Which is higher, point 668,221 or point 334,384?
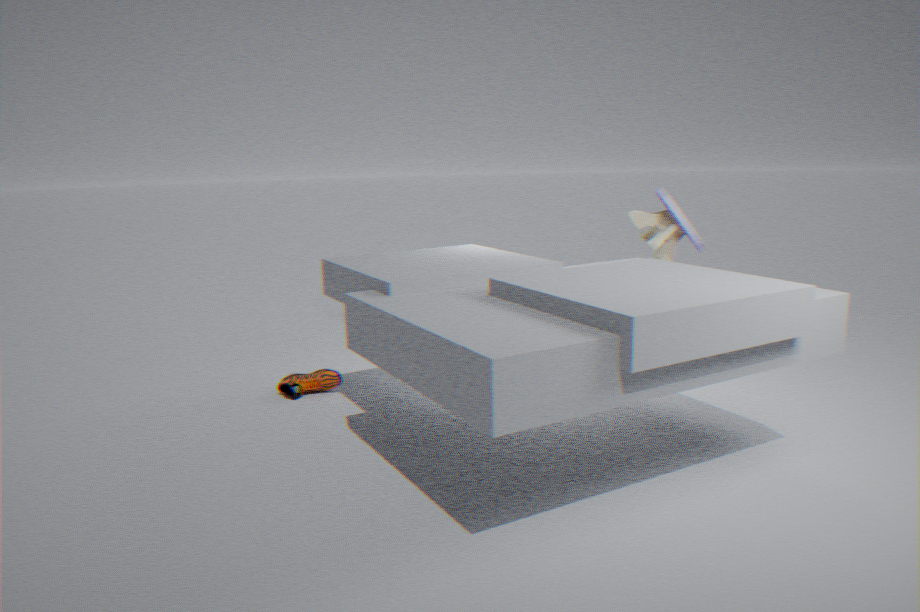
point 668,221
